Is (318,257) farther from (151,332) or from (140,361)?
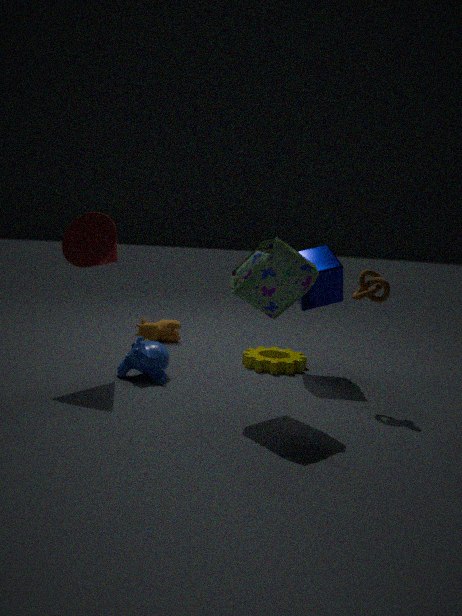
(151,332)
